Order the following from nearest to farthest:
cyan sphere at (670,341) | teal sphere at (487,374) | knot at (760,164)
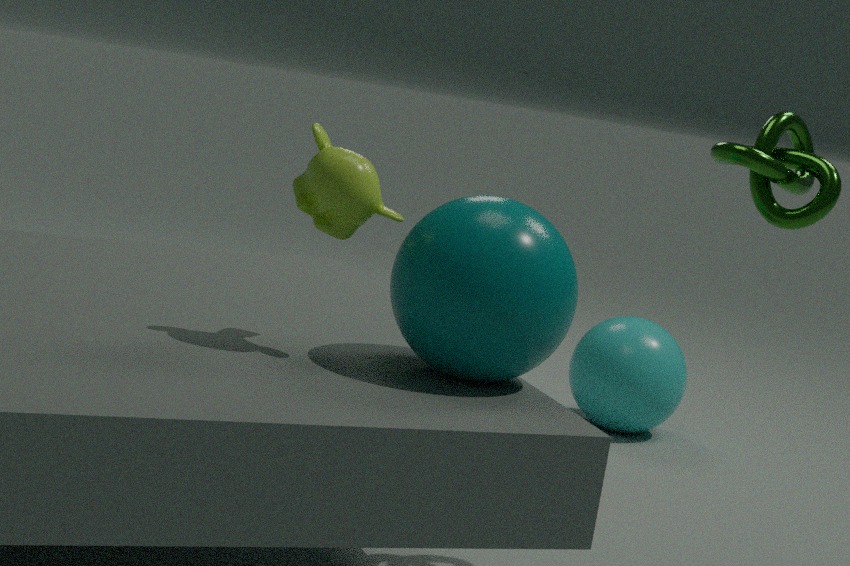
teal sphere at (487,374), knot at (760,164), cyan sphere at (670,341)
